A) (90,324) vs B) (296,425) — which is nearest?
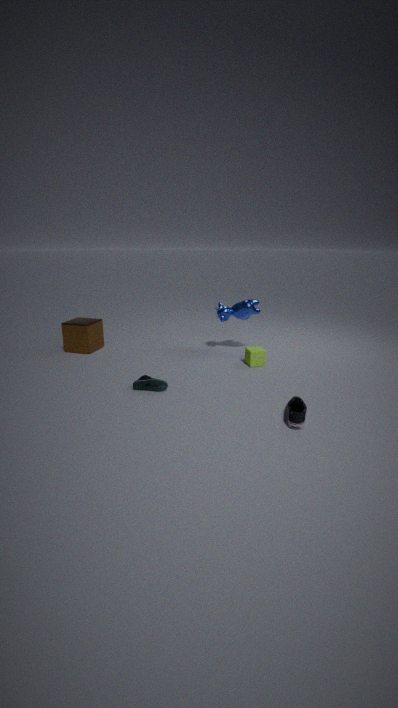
B. (296,425)
